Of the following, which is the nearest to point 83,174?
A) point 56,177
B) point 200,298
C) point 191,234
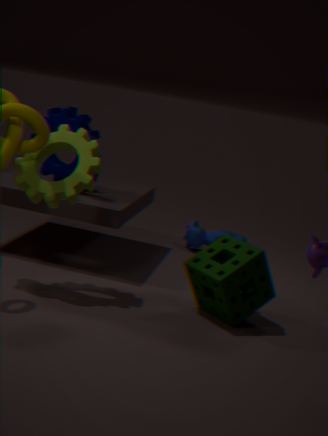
point 56,177
